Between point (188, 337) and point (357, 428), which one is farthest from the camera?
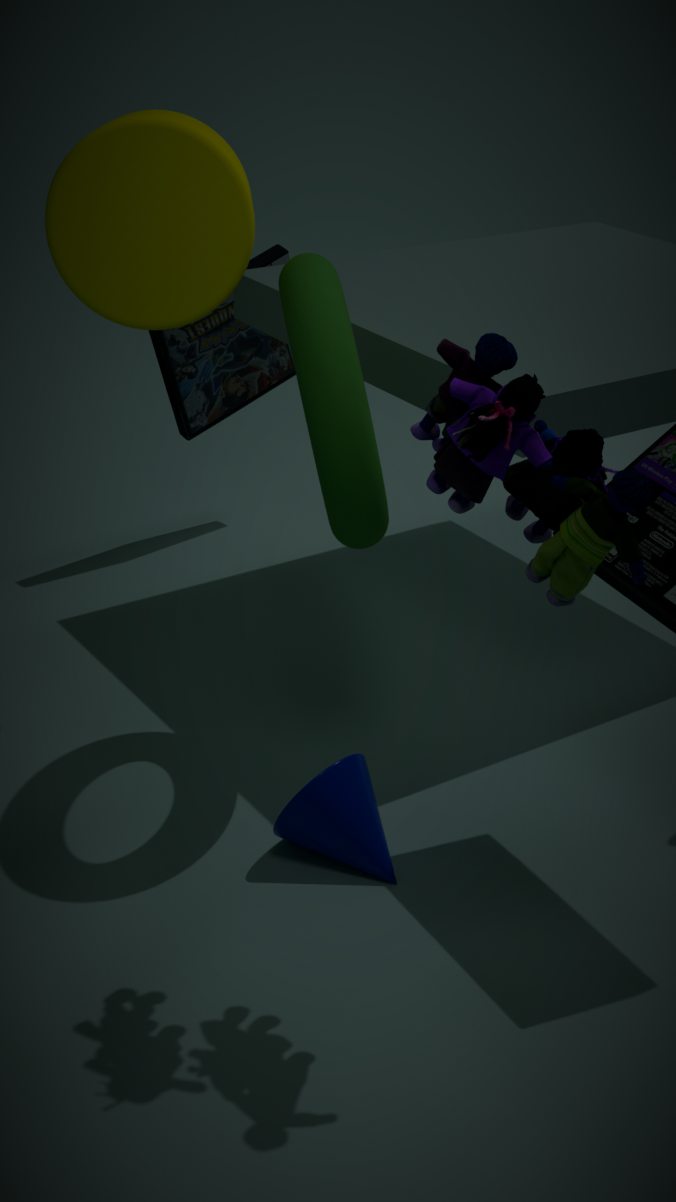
point (188, 337)
